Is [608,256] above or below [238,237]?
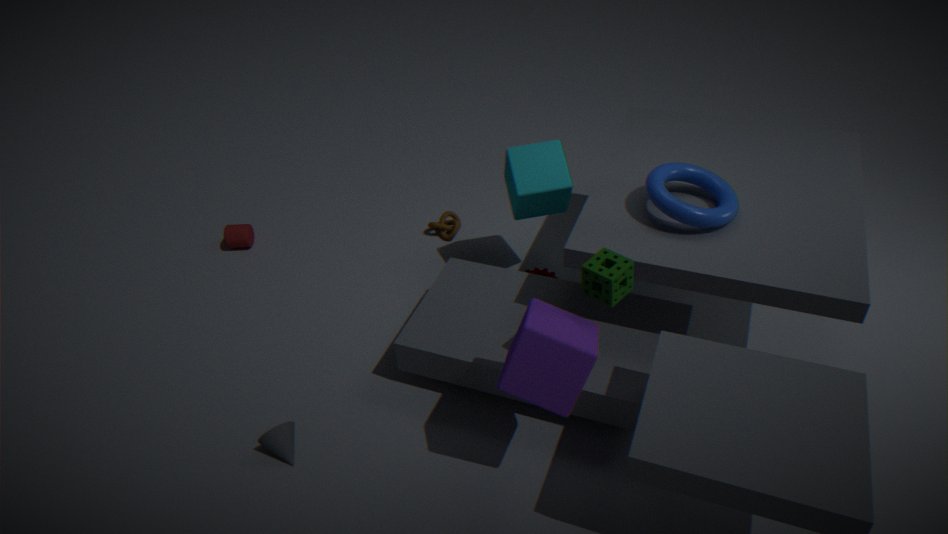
above
